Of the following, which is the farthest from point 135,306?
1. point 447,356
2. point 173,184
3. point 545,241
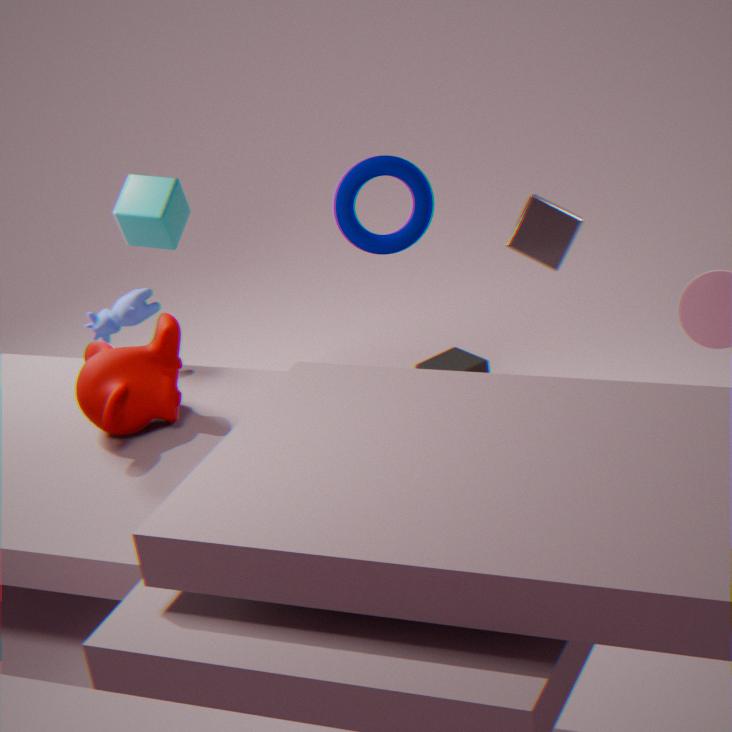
point 545,241
